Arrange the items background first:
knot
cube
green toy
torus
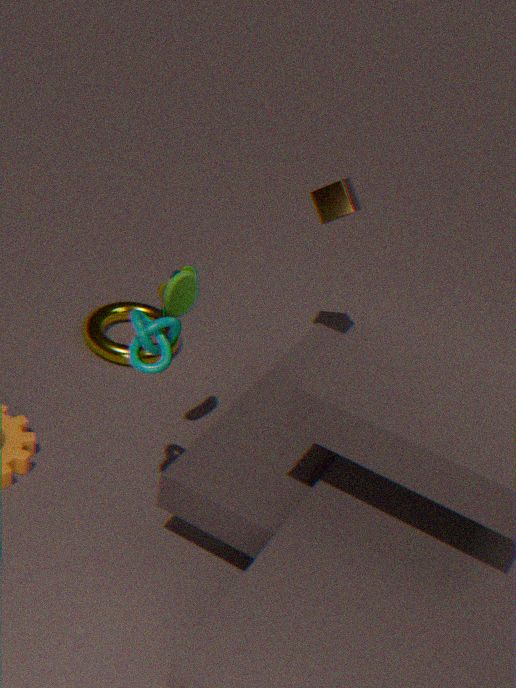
torus → cube → green toy → knot
